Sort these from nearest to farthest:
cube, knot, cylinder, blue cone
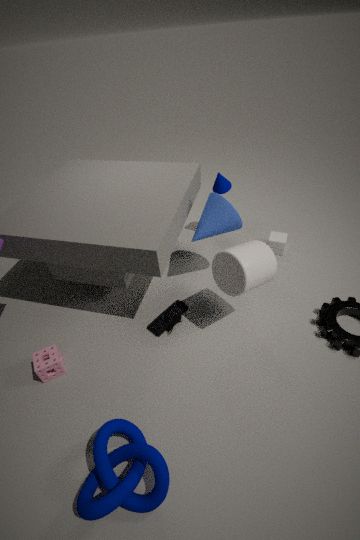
knot
cylinder
blue cone
cube
